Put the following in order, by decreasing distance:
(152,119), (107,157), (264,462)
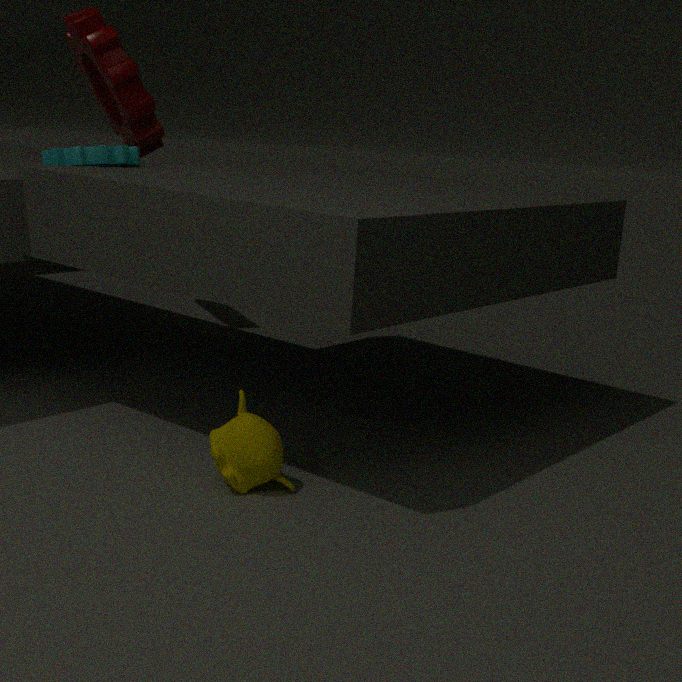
(152,119)
(107,157)
(264,462)
